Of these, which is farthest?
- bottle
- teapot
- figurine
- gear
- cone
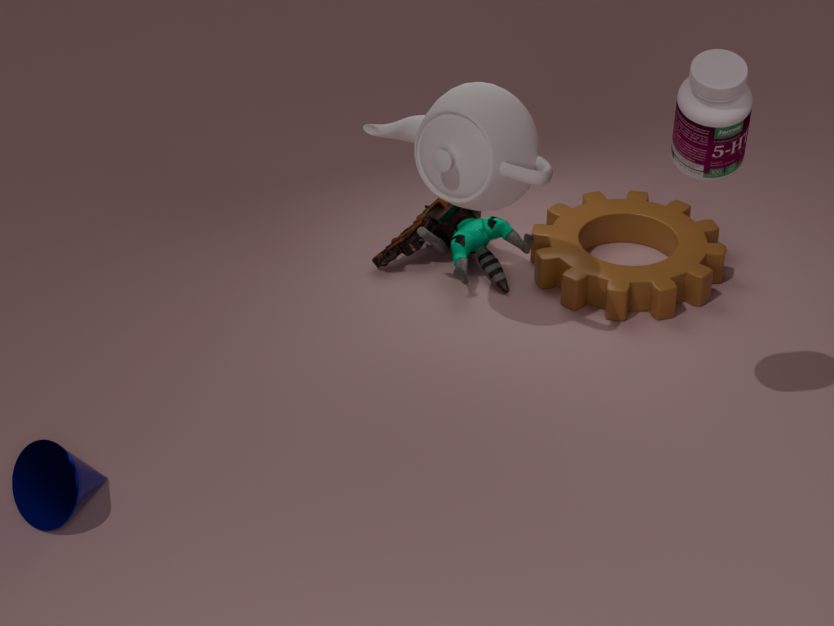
figurine
